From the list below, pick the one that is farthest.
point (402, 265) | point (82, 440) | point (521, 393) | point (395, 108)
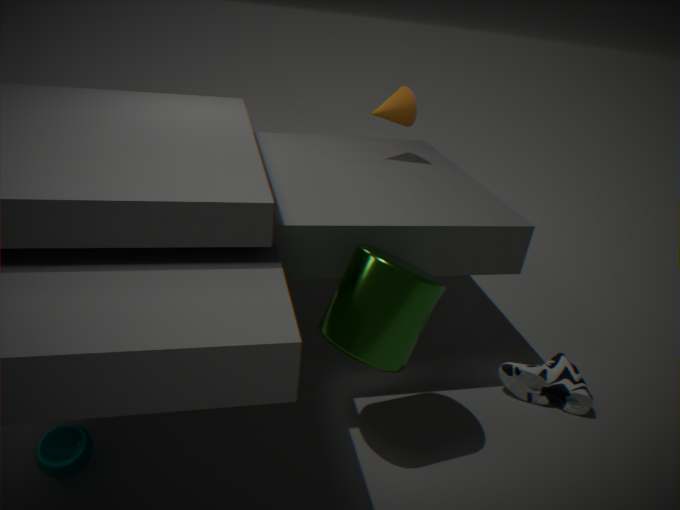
point (395, 108)
